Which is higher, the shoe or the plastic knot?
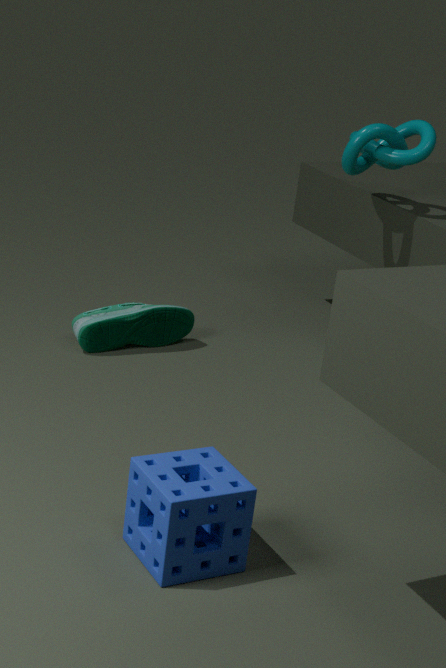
the plastic knot
